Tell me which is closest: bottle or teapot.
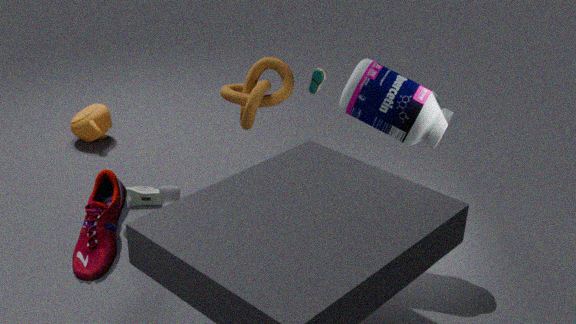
bottle
